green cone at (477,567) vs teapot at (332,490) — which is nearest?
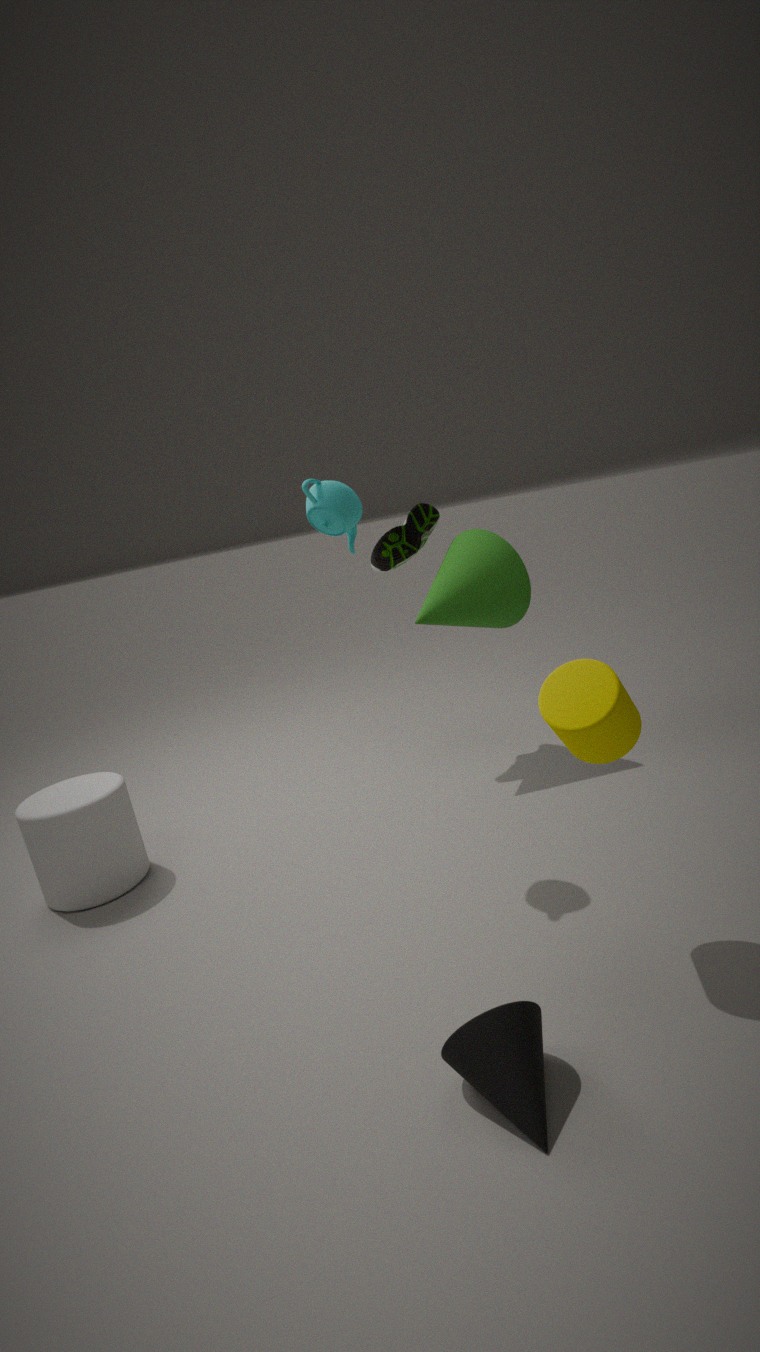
teapot at (332,490)
